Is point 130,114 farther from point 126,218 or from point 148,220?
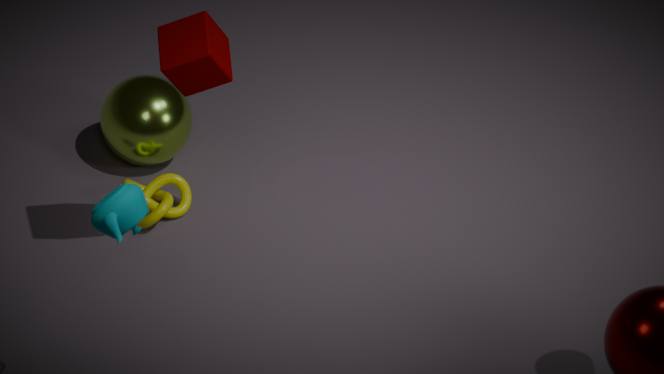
point 126,218
